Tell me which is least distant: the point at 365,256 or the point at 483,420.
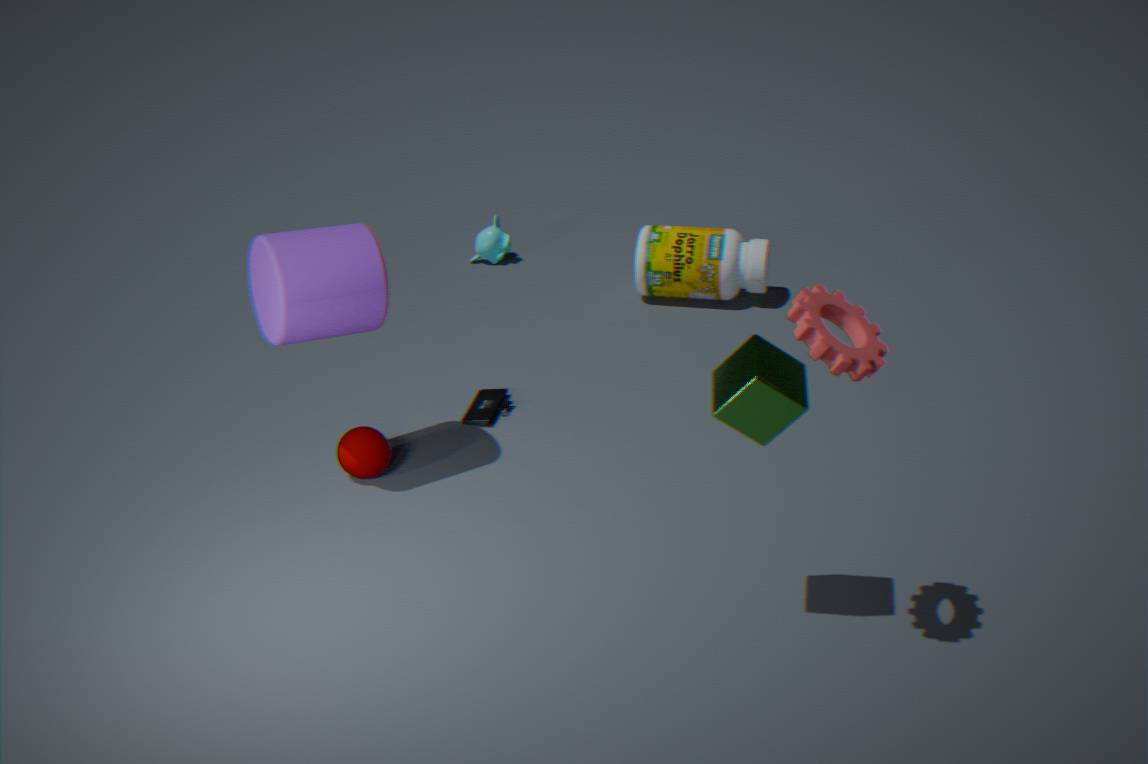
the point at 365,256
